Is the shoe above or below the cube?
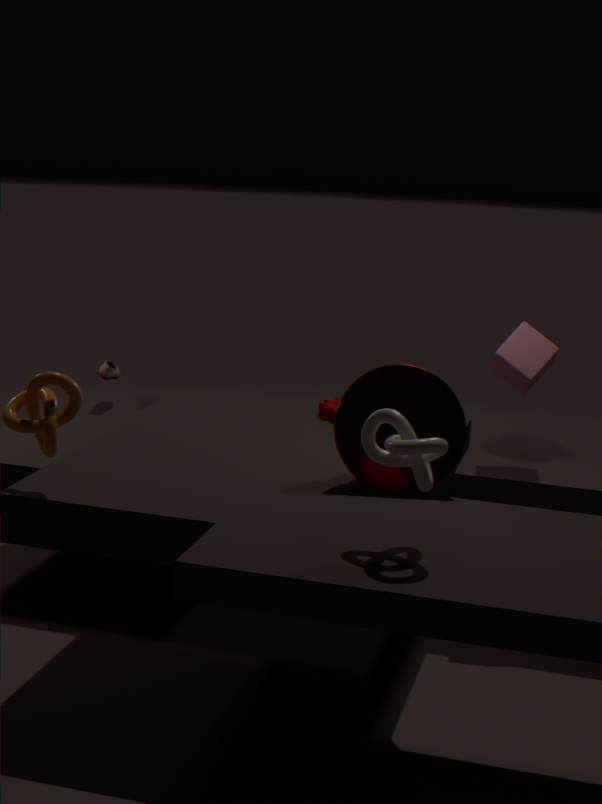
below
